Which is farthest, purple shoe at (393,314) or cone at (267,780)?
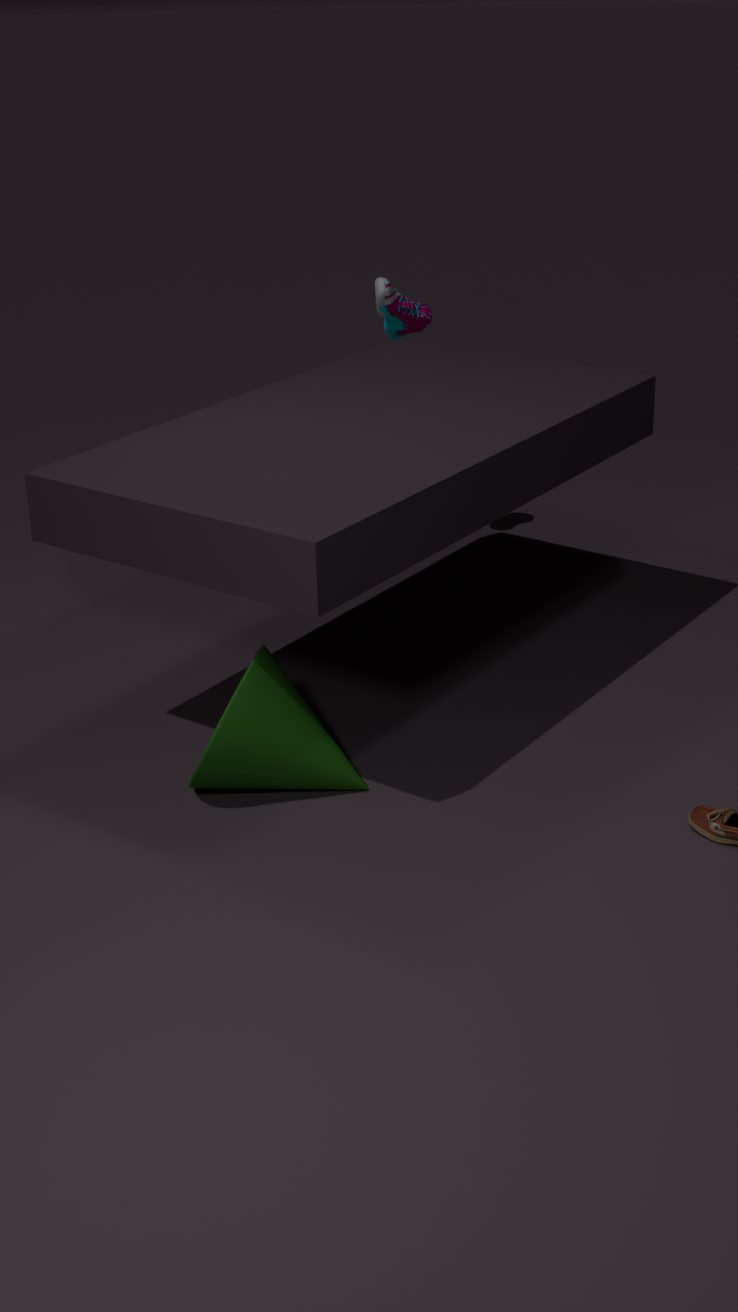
purple shoe at (393,314)
